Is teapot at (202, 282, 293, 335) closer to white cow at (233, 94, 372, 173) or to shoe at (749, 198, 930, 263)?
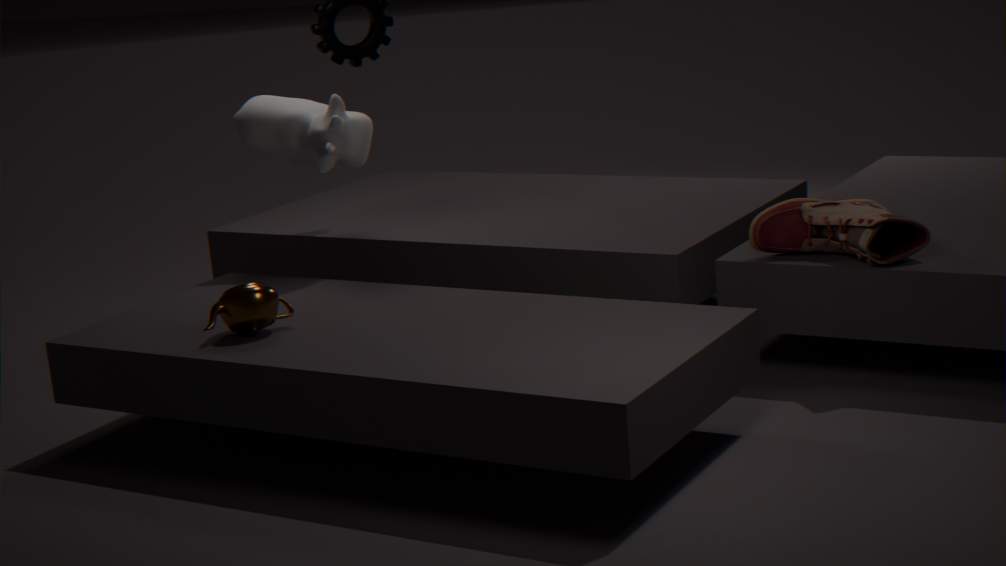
white cow at (233, 94, 372, 173)
